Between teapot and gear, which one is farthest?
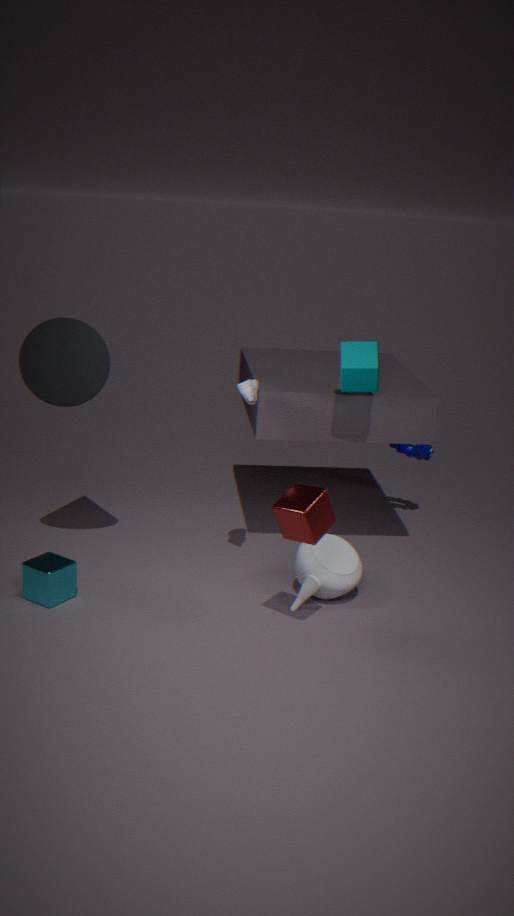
gear
